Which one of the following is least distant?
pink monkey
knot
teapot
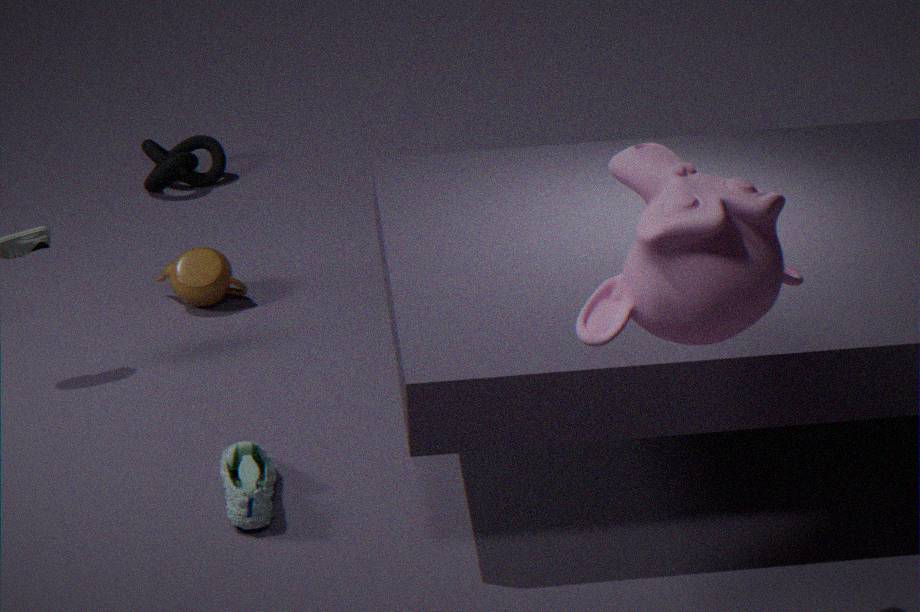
pink monkey
